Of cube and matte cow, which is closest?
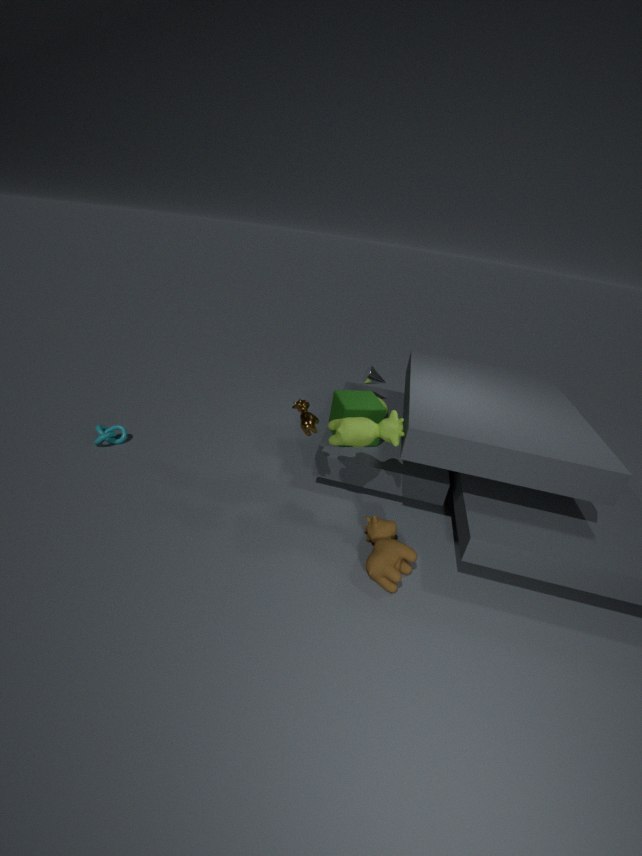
matte cow
